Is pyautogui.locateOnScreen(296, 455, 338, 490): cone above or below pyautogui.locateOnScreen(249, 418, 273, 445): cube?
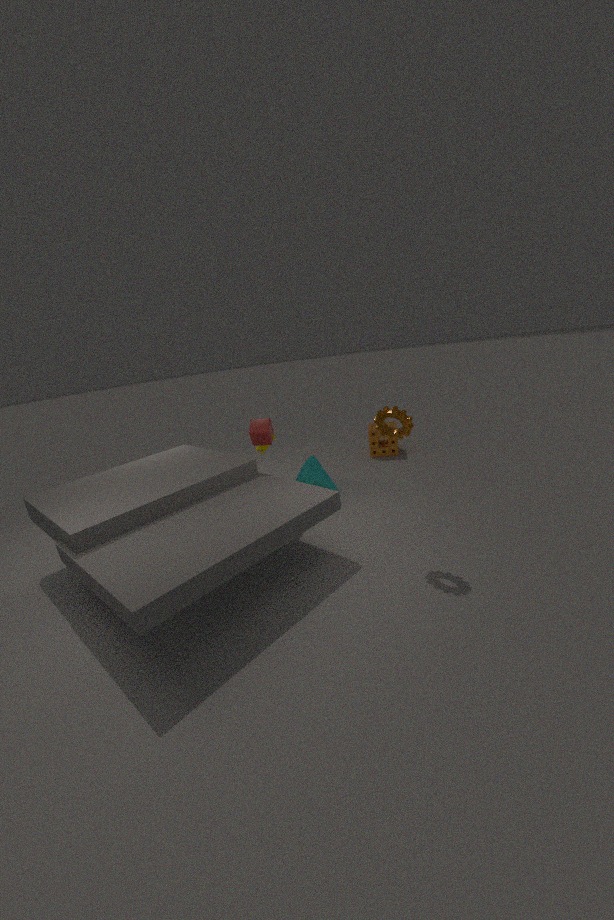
below
